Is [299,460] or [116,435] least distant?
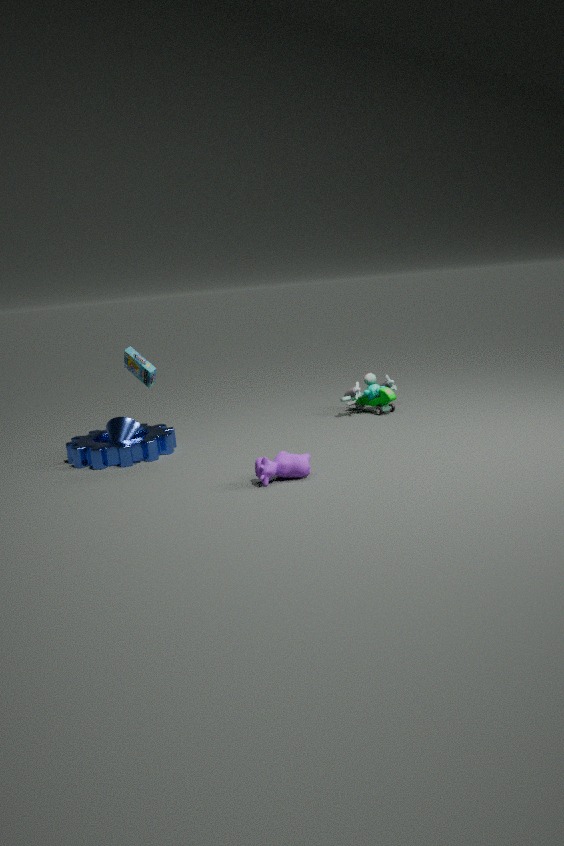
[299,460]
